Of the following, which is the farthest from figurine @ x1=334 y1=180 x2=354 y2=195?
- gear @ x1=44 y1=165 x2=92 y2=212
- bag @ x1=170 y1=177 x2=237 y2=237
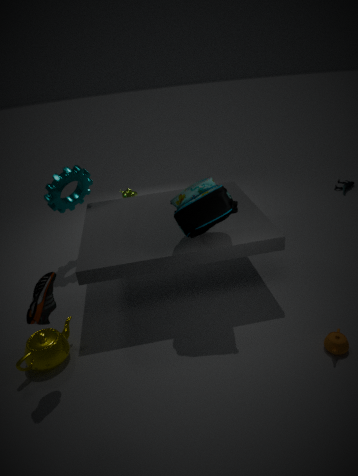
gear @ x1=44 y1=165 x2=92 y2=212
